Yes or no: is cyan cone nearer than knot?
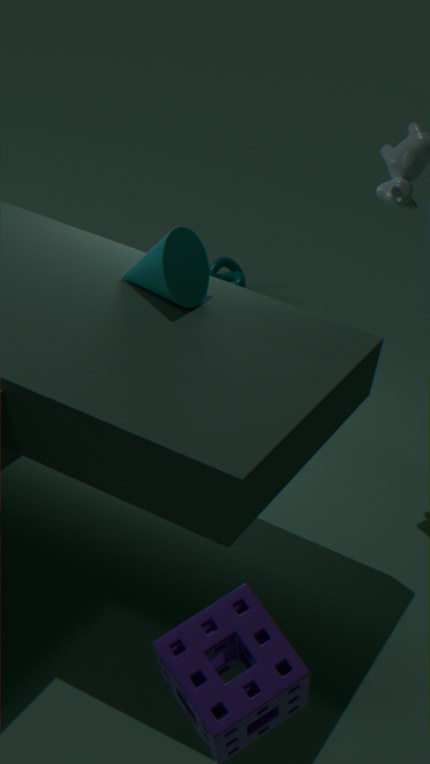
Yes
